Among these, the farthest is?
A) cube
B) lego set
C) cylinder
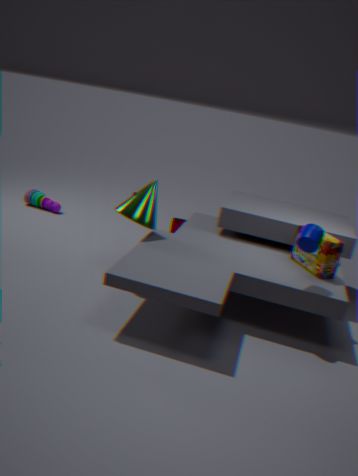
cube
